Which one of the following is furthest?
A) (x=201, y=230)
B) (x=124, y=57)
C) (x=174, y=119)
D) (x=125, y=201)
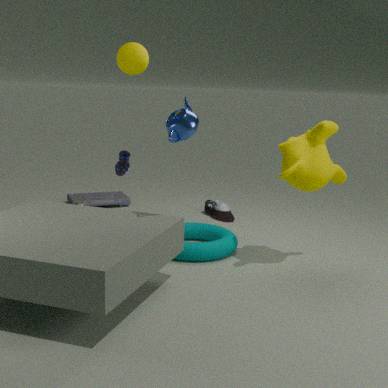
(x=125, y=201)
